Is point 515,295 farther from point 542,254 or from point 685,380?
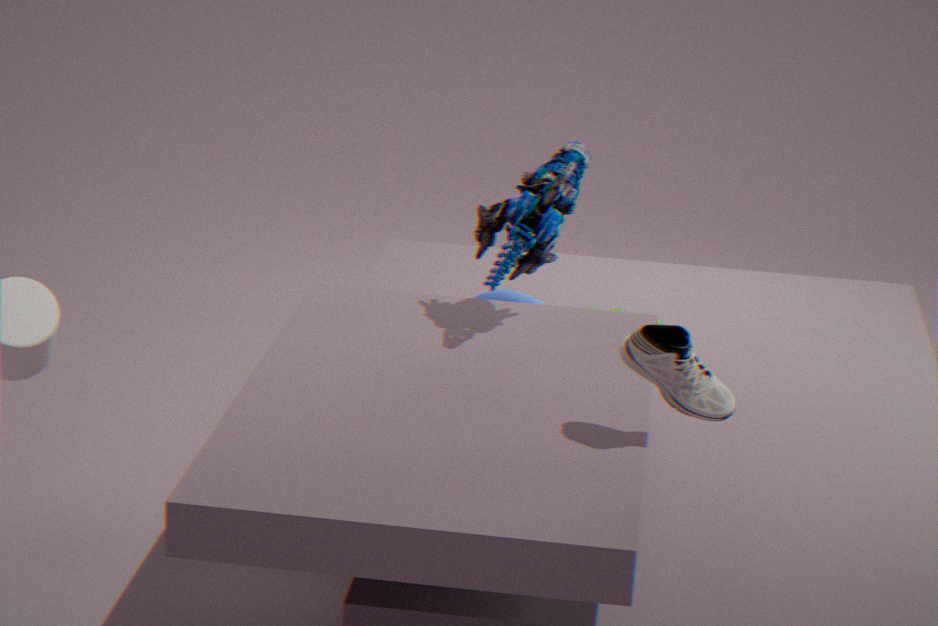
point 685,380
